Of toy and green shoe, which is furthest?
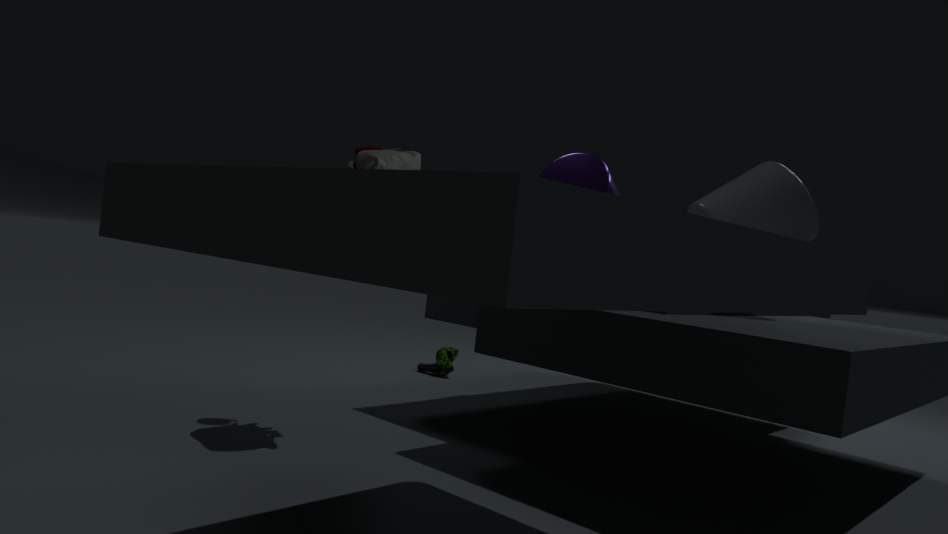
green shoe
